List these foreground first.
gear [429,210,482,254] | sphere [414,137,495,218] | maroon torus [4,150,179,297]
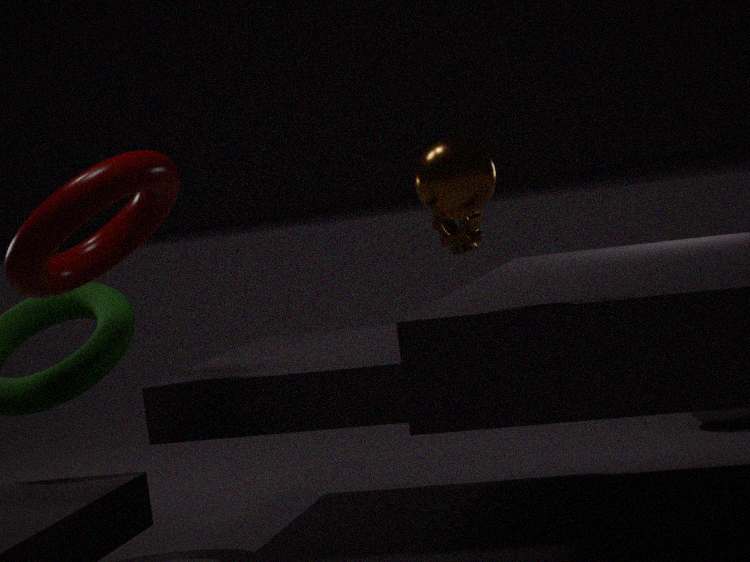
1. sphere [414,137,495,218]
2. maroon torus [4,150,179,297]
3. gear [429,210,482,254]
